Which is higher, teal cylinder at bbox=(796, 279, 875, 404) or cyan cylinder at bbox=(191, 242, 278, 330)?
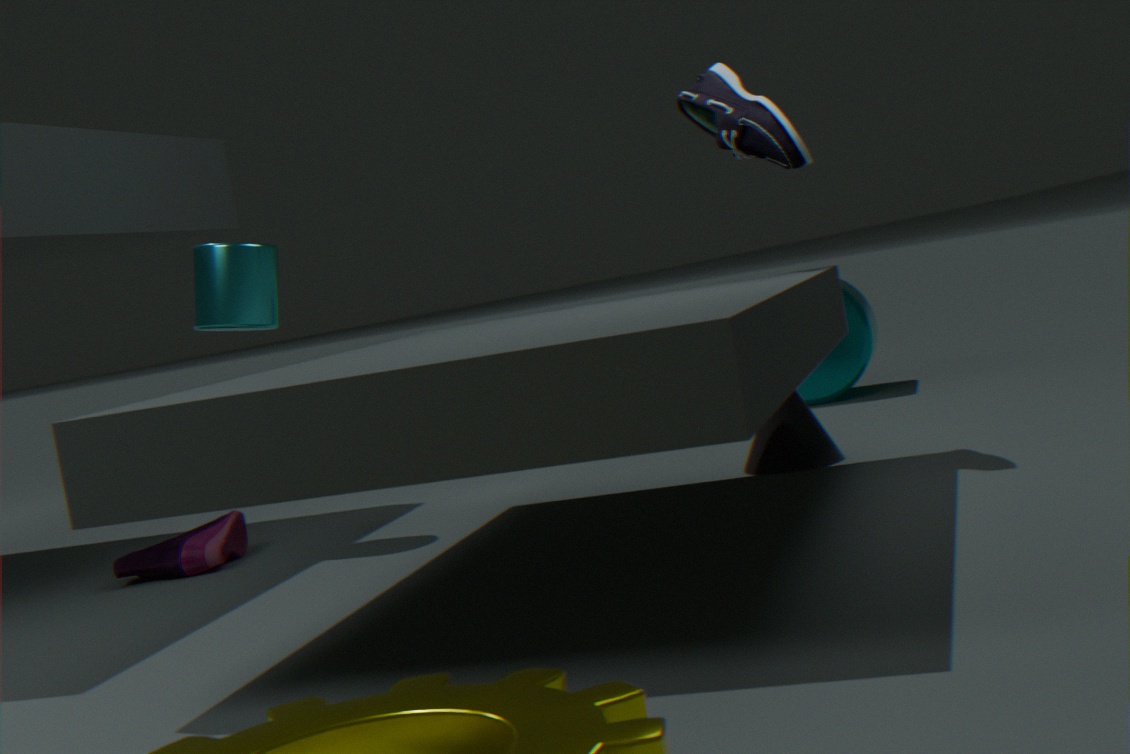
cyan cylinder at bbox=(191, 242, 278, 330)
